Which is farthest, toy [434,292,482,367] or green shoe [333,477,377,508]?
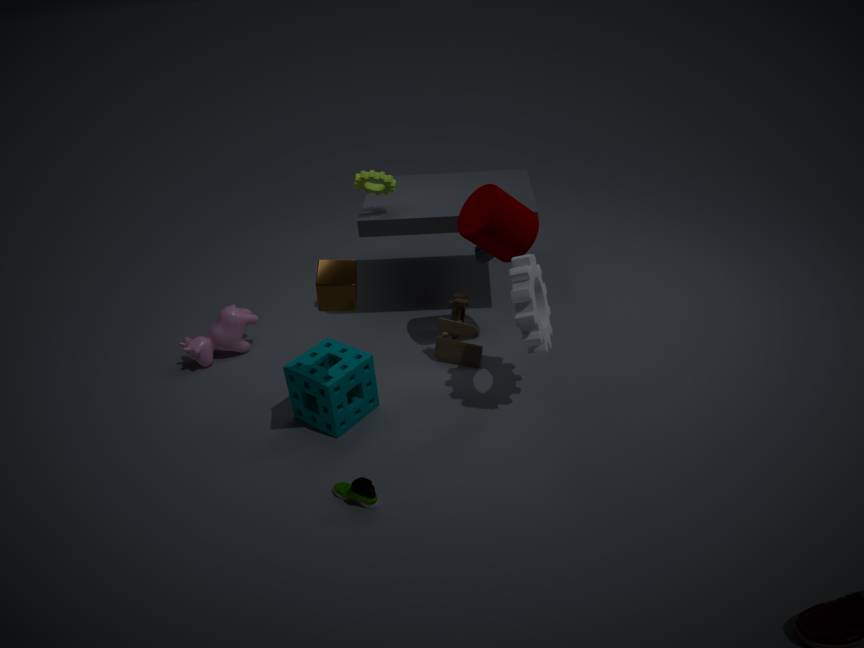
toy [434,292,482,367]
